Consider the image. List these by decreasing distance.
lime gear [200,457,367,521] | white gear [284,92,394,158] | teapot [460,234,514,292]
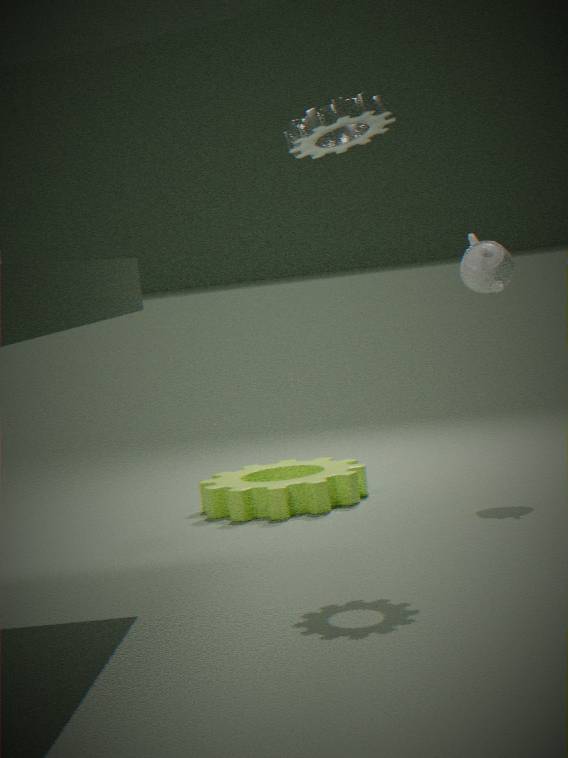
lime gear [200,457,367,521] < teapot [460,234,514,292] < white gear [284,92,394,158]
